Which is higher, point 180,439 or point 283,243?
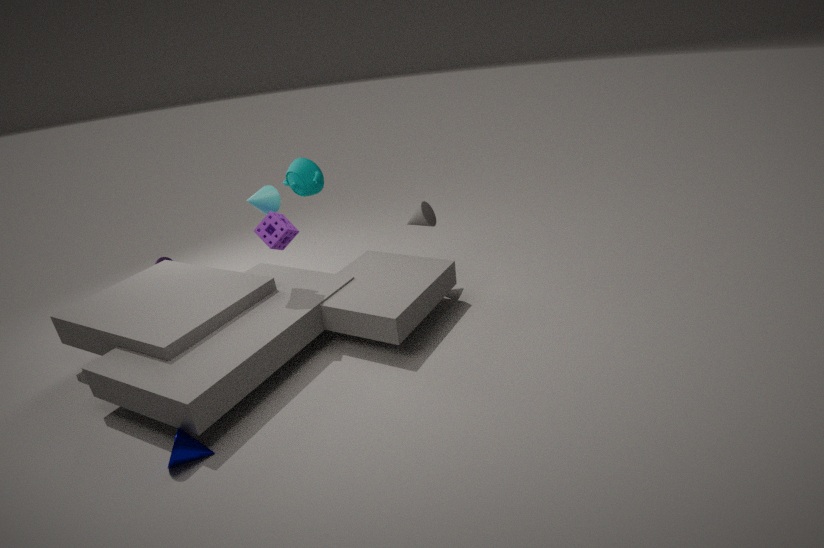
point 283,243
